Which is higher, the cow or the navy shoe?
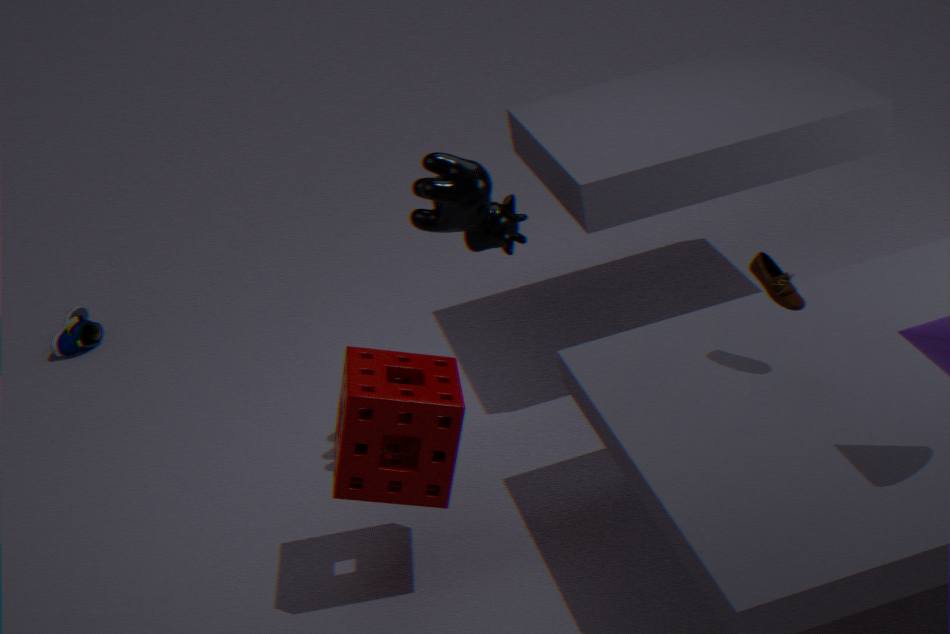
the cow
